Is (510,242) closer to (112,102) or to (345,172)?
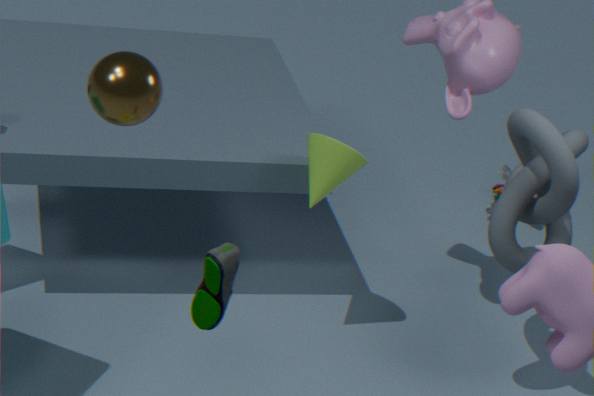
(345,172)
